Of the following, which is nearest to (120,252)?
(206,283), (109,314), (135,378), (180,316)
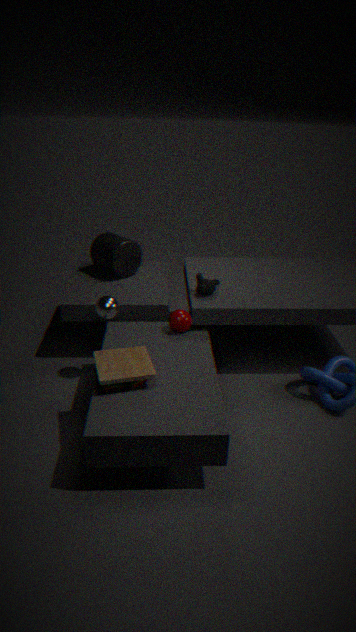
(109,314)
